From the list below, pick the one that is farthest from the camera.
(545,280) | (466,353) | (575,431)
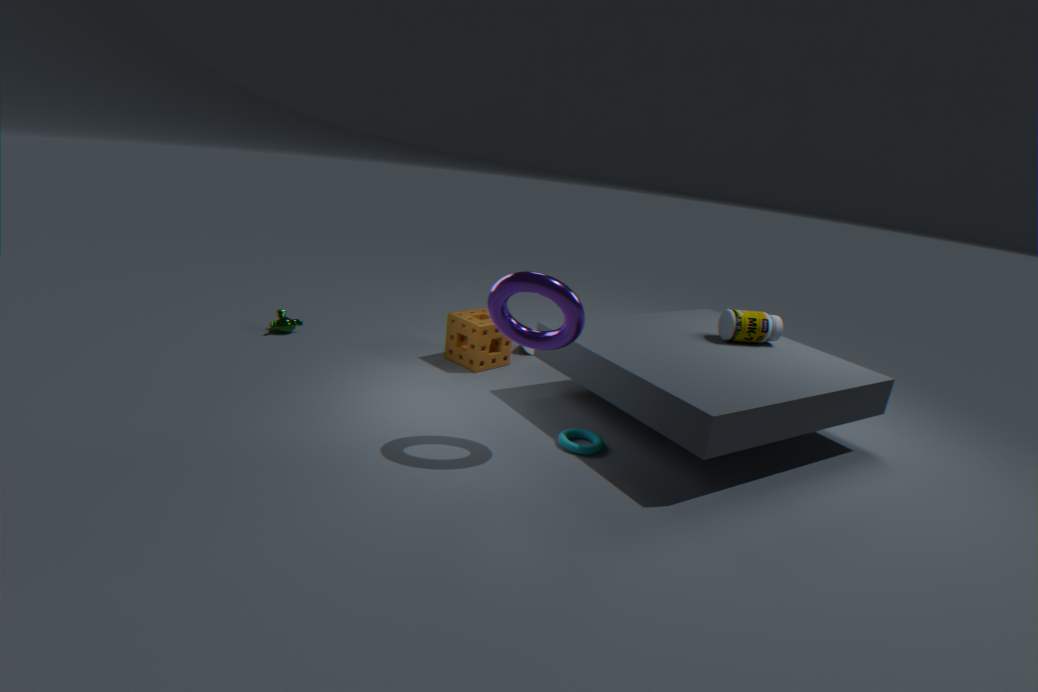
(466,353)
